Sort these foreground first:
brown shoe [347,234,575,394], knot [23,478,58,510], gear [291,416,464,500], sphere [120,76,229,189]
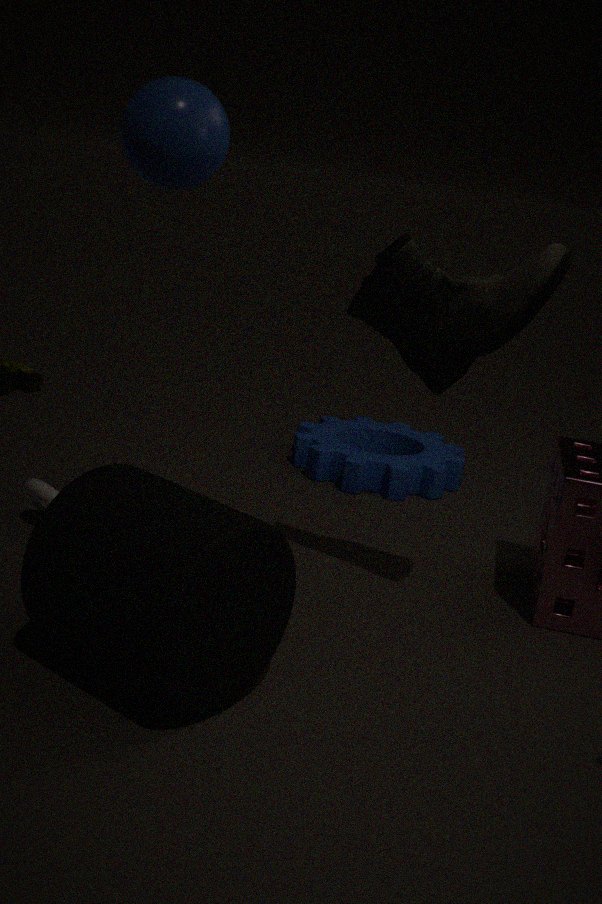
sphere [120,76,229,189] → brown shoe [347,234,575,394] → knot [23,478,58,510] → gear [291,416,464,500]
